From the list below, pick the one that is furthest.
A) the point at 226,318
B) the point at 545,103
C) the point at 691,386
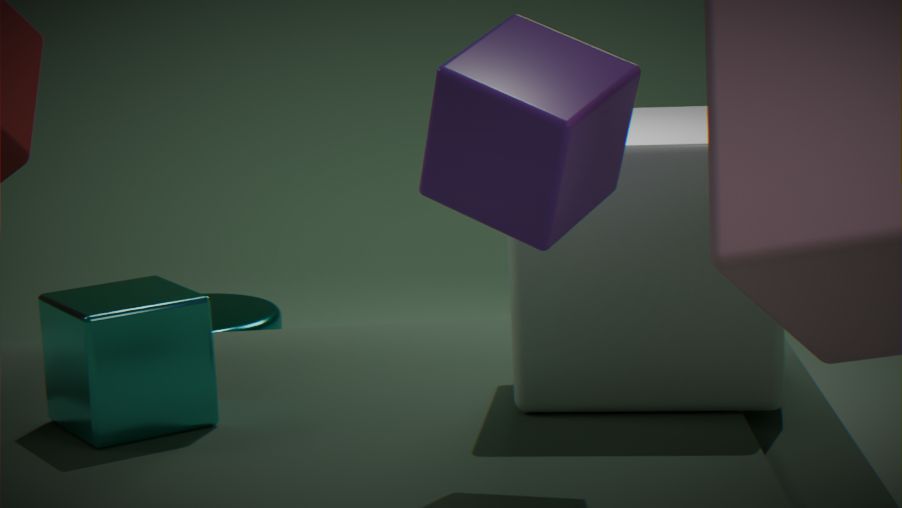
the point at 226,318
